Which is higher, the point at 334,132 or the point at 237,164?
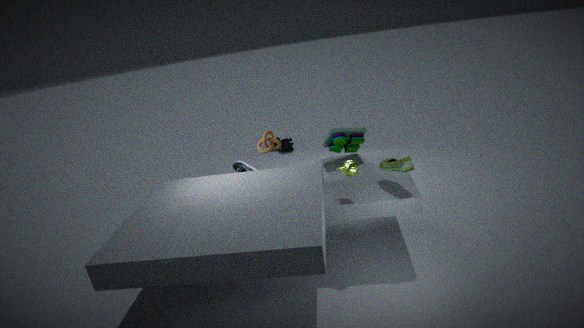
the point at 334,132
